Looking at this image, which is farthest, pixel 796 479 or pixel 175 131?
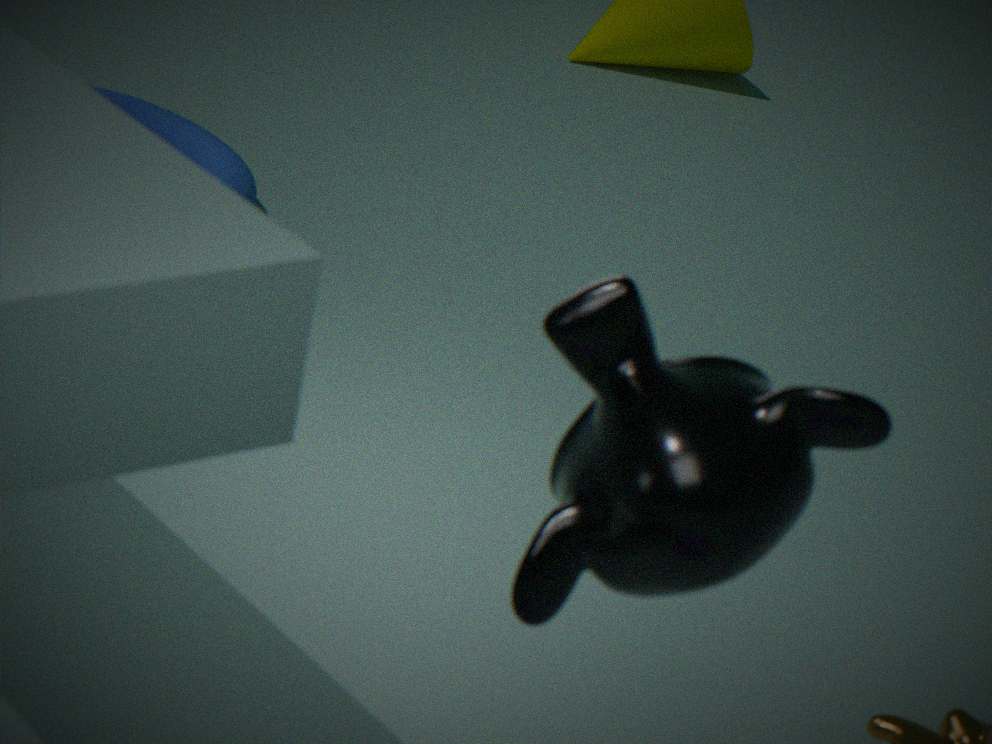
pixel 175 131
